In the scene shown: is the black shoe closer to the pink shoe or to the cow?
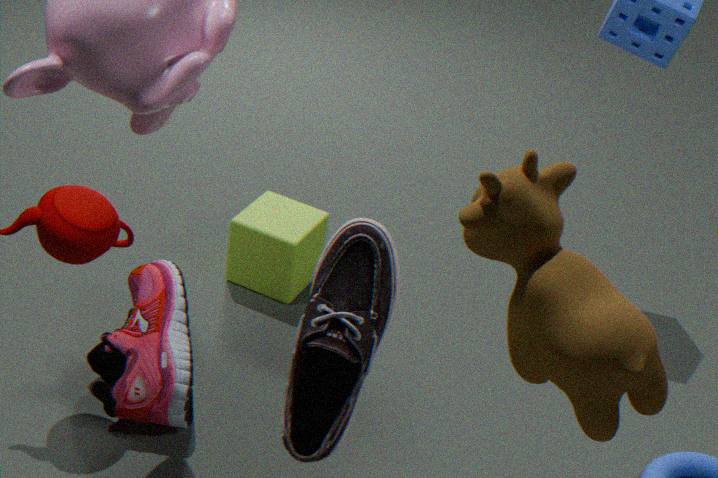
the cow
